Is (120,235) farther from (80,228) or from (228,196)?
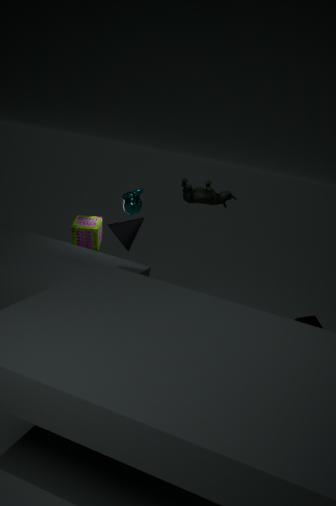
(228,196)
